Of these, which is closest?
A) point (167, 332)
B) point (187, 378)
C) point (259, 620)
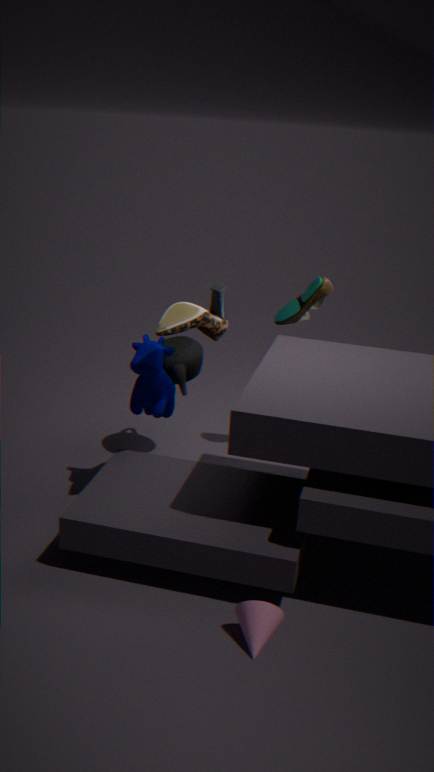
point (259, 620)
